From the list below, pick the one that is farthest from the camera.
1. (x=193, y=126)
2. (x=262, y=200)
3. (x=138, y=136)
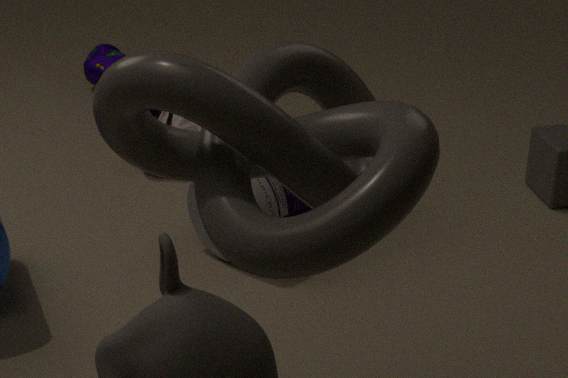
(x=193, y=126)
